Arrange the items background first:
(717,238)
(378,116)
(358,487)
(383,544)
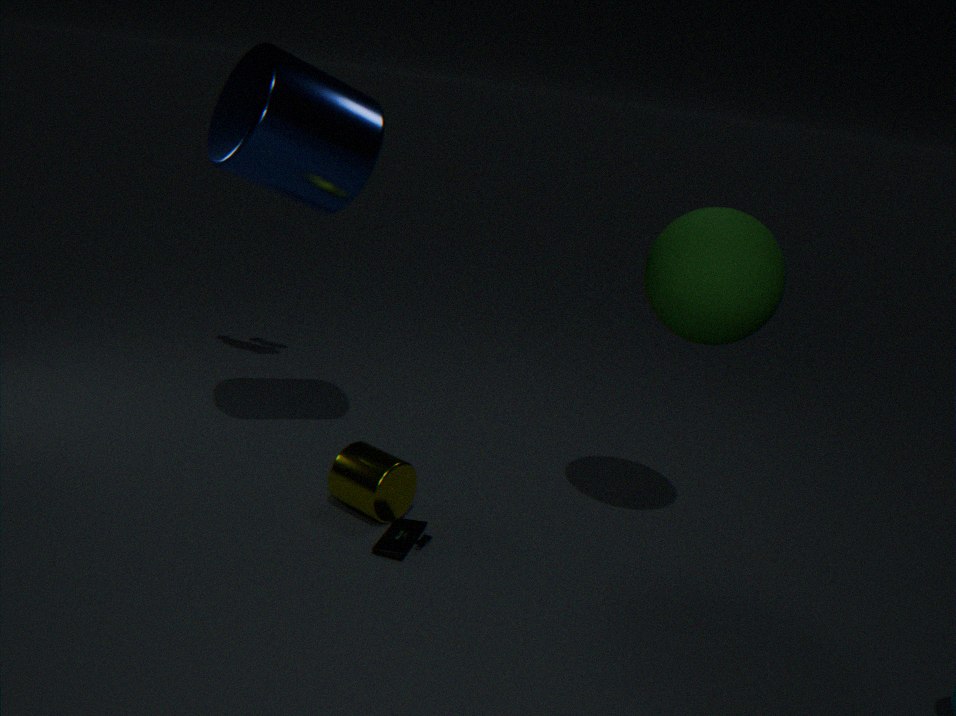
1. (378,116)
2. (358,487)
3. (383,544)
4. (717,238)
